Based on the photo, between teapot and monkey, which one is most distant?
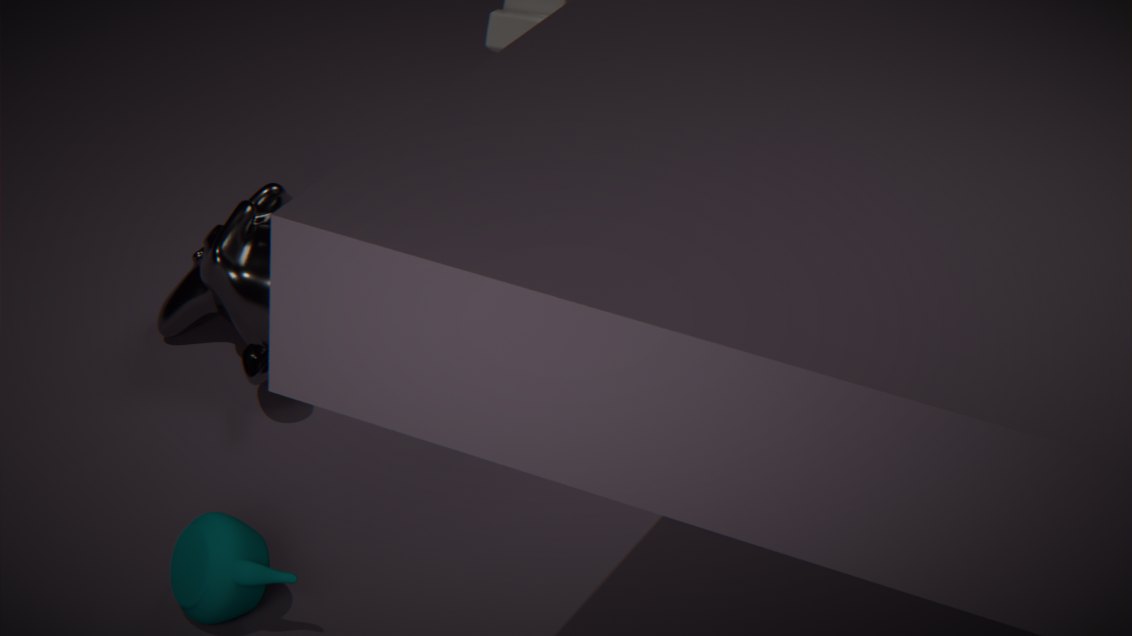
monkey
